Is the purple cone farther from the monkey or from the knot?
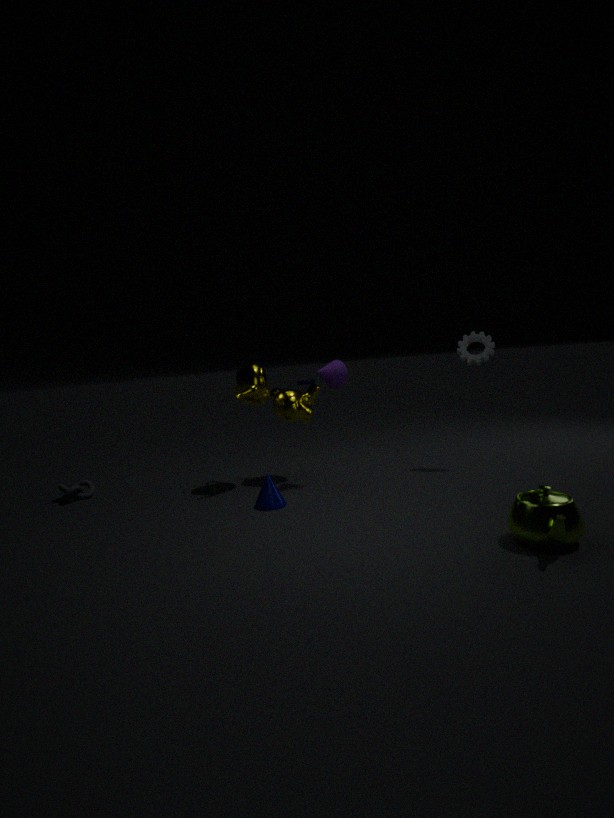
the knot
